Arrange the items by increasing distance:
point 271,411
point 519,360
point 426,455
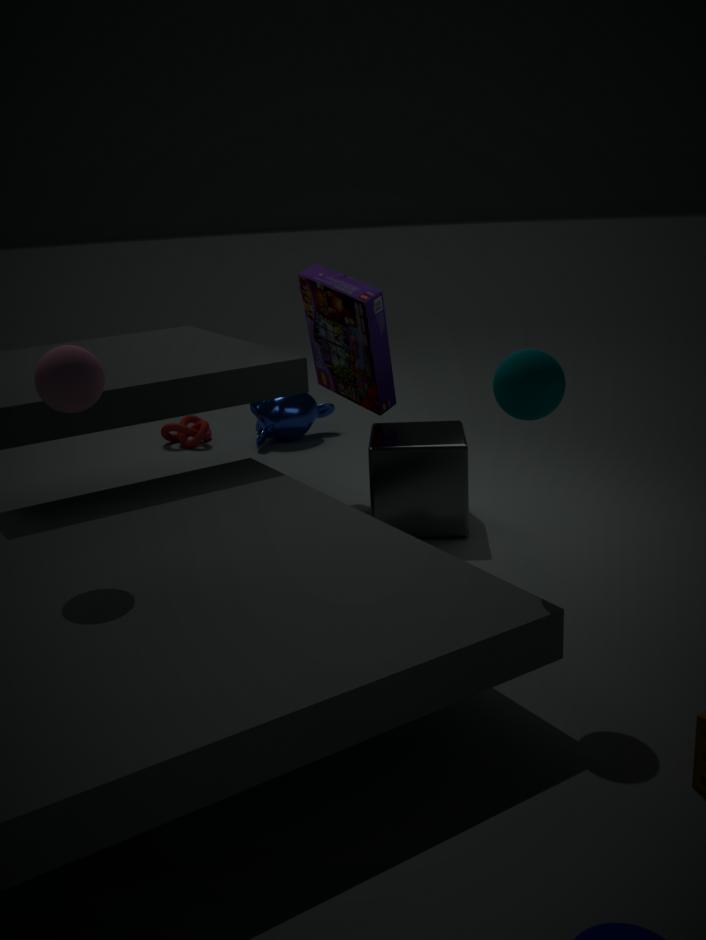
point 519,360 → point 426,455 → point 271,411
